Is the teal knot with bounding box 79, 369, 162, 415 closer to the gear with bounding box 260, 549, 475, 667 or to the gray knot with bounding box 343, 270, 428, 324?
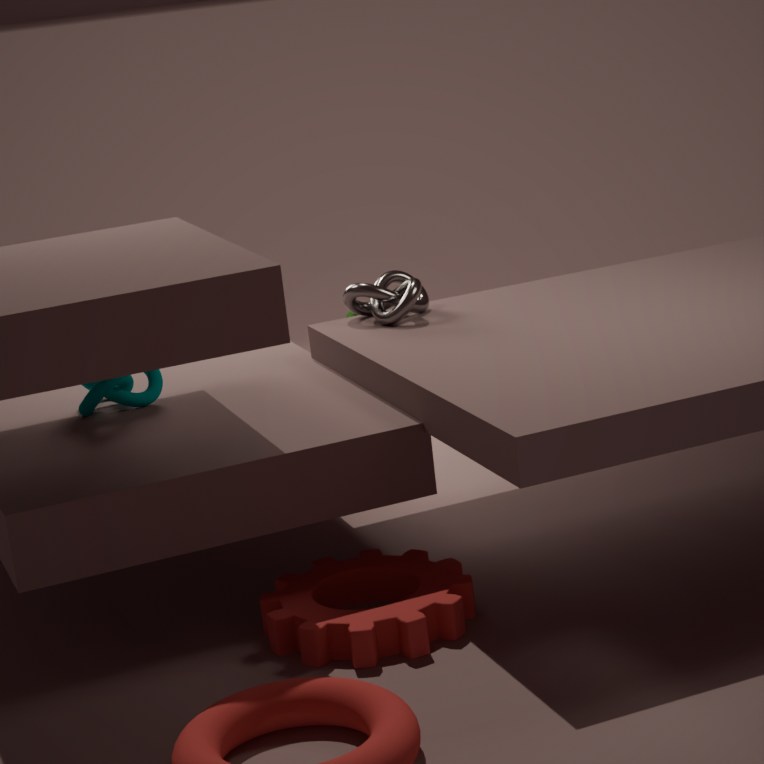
the gray knot with bounding box 343, 270, 428, 324
